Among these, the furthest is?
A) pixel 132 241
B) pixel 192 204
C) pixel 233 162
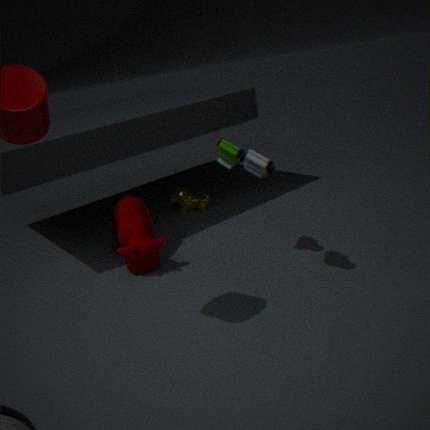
pixel 192 204
